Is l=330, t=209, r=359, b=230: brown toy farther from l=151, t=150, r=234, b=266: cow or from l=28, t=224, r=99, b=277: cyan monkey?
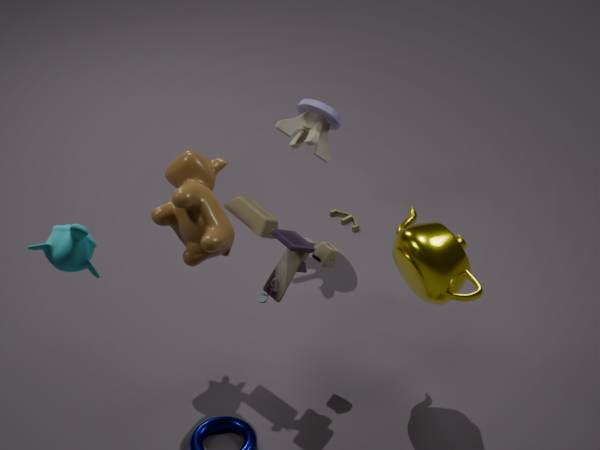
l=28, t=224, r=99, b=277: cyan monkey
